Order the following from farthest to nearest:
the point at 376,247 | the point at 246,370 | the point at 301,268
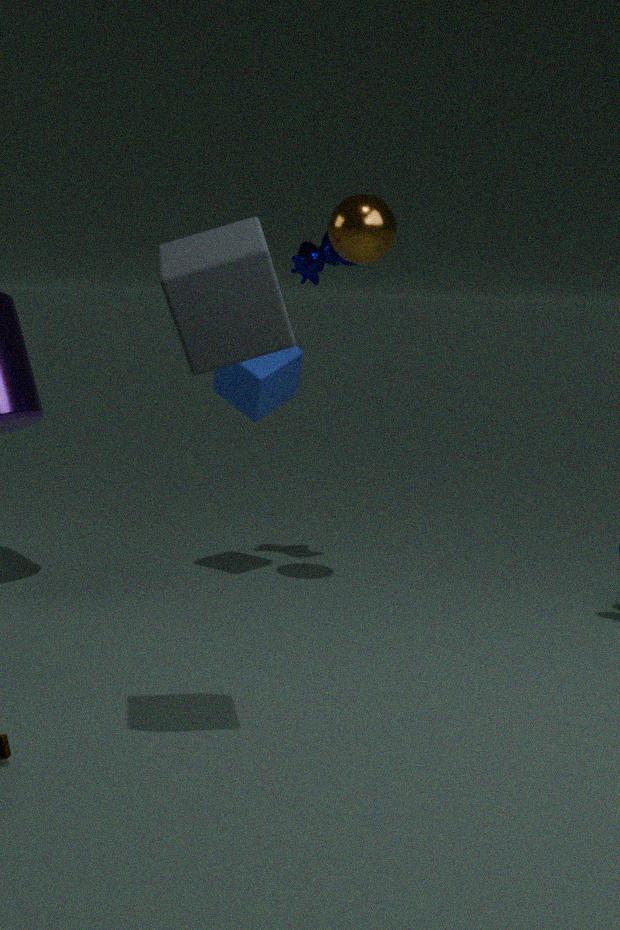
the point at 301,268 < the point at 246,370 < the point at 376,247
